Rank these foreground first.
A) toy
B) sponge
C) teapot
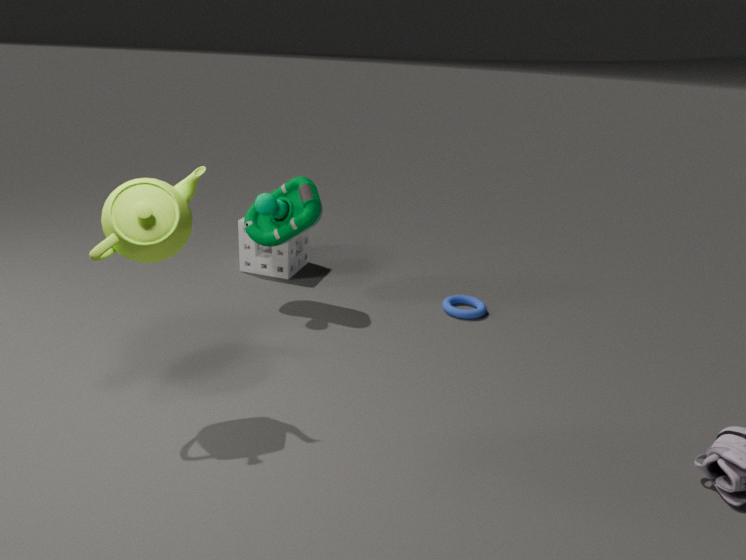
teapot < toy < sponge
